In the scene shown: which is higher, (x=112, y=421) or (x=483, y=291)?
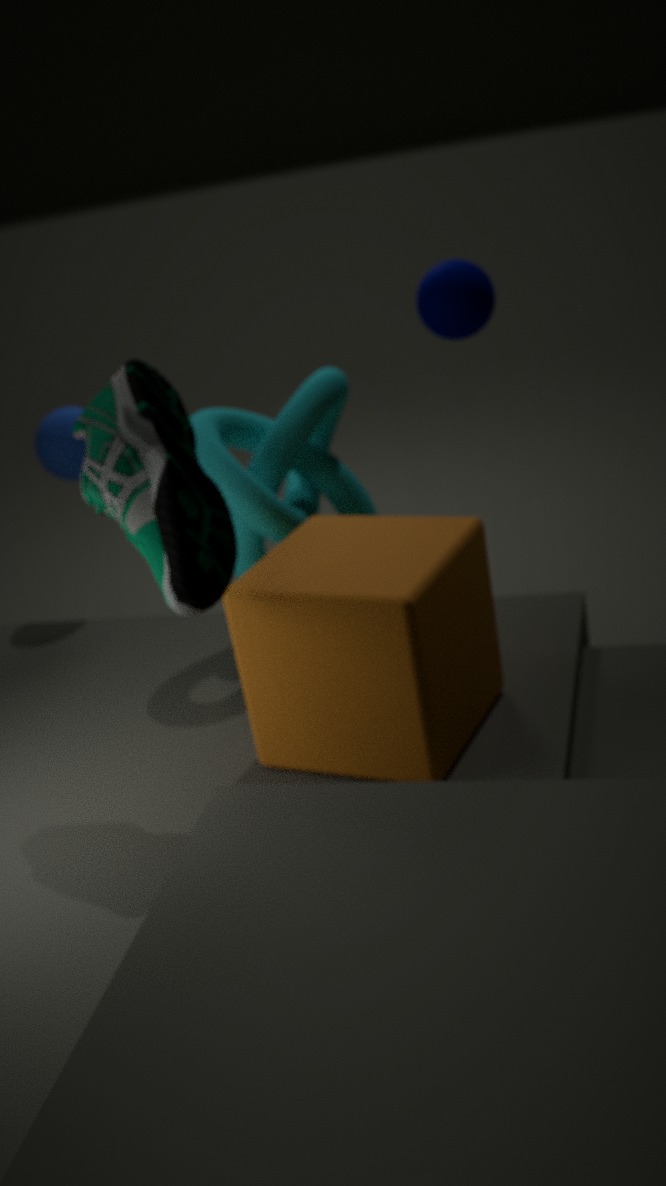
(x=483, y=291)
